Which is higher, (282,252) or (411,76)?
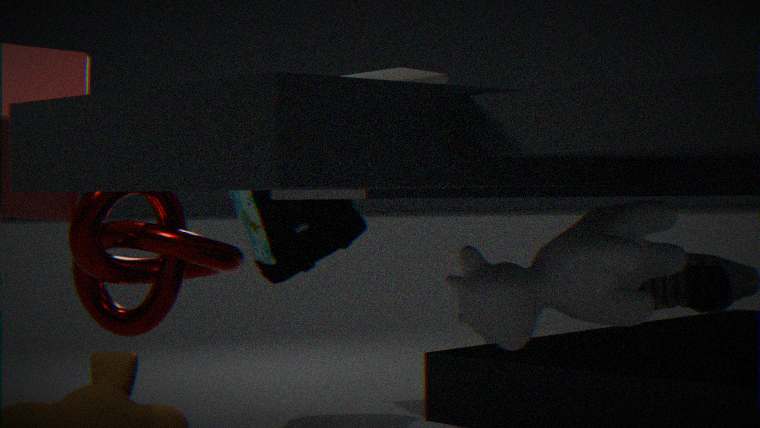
(411,76)
